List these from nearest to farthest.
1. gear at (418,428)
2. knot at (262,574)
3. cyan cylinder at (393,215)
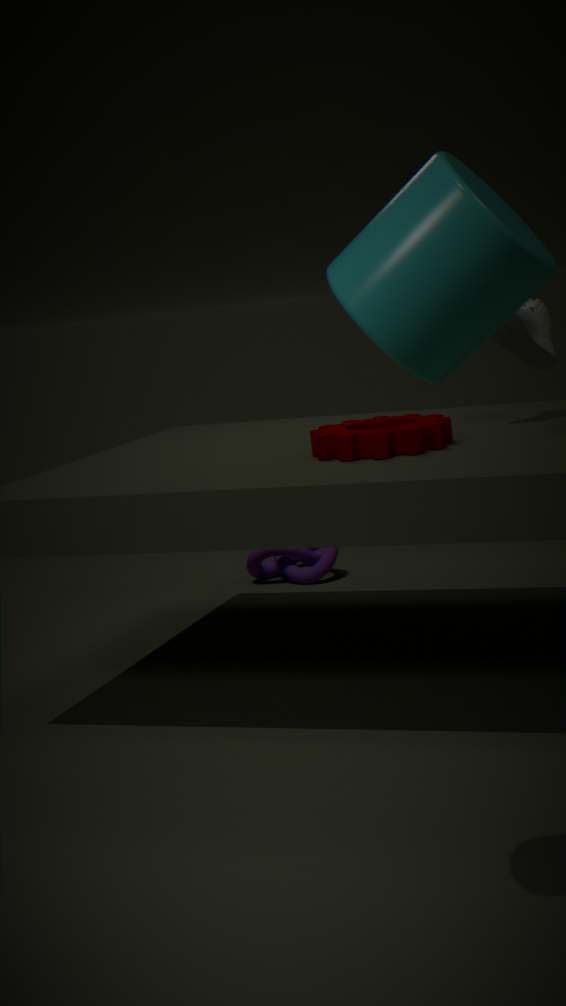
cyan cylinder at (393,215) → gear at (418,428) → knot at (262,574)
